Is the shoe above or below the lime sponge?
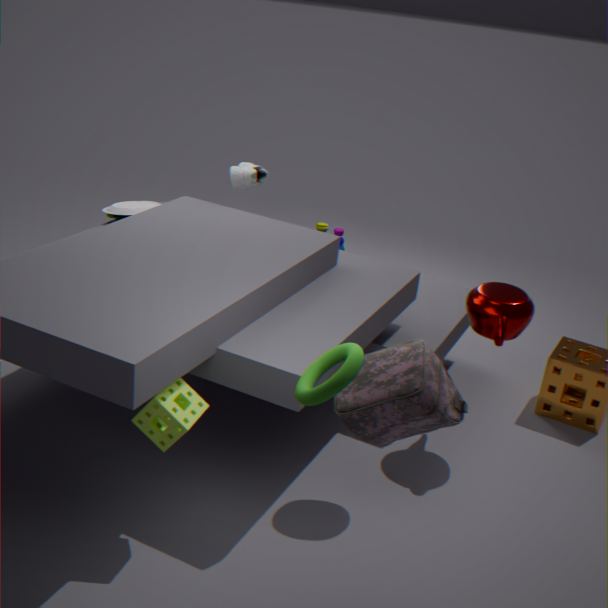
above
